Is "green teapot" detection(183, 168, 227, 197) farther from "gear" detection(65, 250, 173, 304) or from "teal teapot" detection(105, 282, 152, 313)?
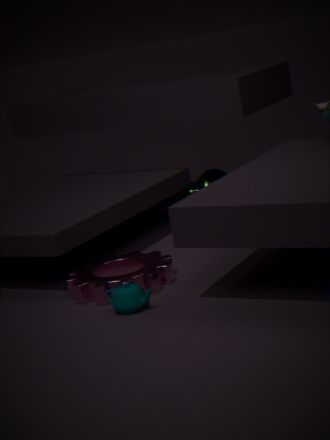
"teal teapot" detection(105, 282, 152, 313)
